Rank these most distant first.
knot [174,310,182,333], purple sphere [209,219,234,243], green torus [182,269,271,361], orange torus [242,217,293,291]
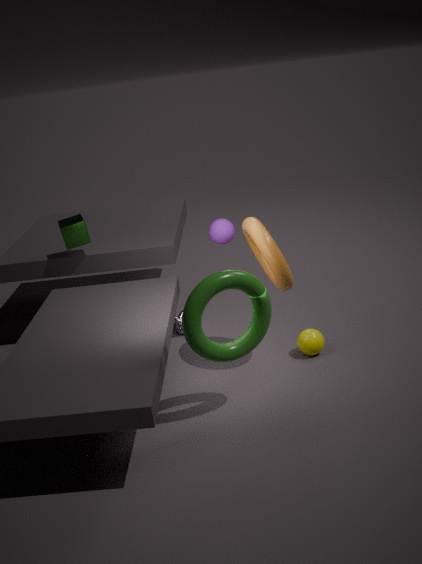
1. knot [174,310,182,333]
2. purple sphere [209,219,234,243]
3. orange torus [242,217,293,291]
4. green torus [182,269,271,361]
